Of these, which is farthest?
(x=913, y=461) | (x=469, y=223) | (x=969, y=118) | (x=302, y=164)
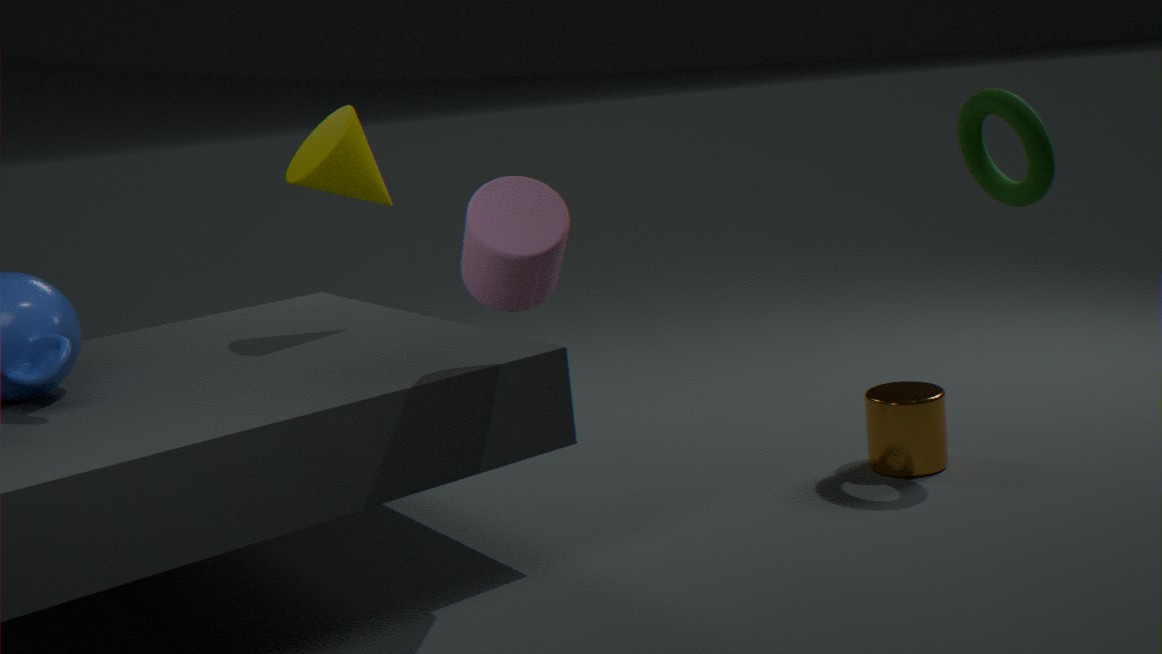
(x=913, y=461)
